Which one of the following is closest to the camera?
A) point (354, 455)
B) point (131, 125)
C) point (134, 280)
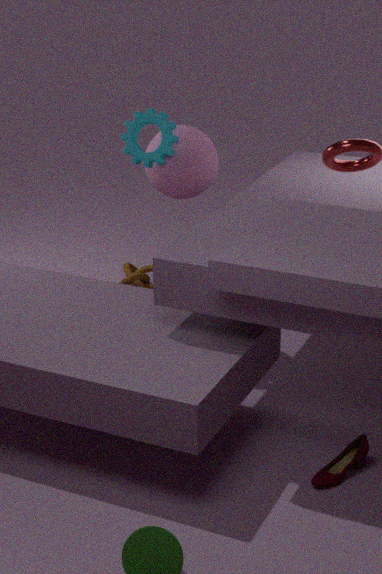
point (354, 455)
